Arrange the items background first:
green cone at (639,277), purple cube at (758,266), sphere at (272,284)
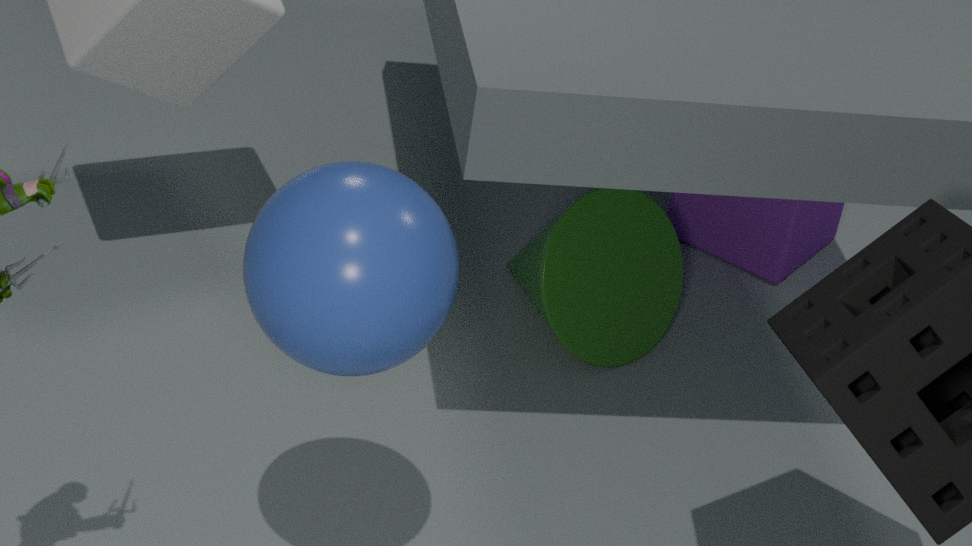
purple cube at (758,266), green cone at (639,277), sphere at (272,284)
